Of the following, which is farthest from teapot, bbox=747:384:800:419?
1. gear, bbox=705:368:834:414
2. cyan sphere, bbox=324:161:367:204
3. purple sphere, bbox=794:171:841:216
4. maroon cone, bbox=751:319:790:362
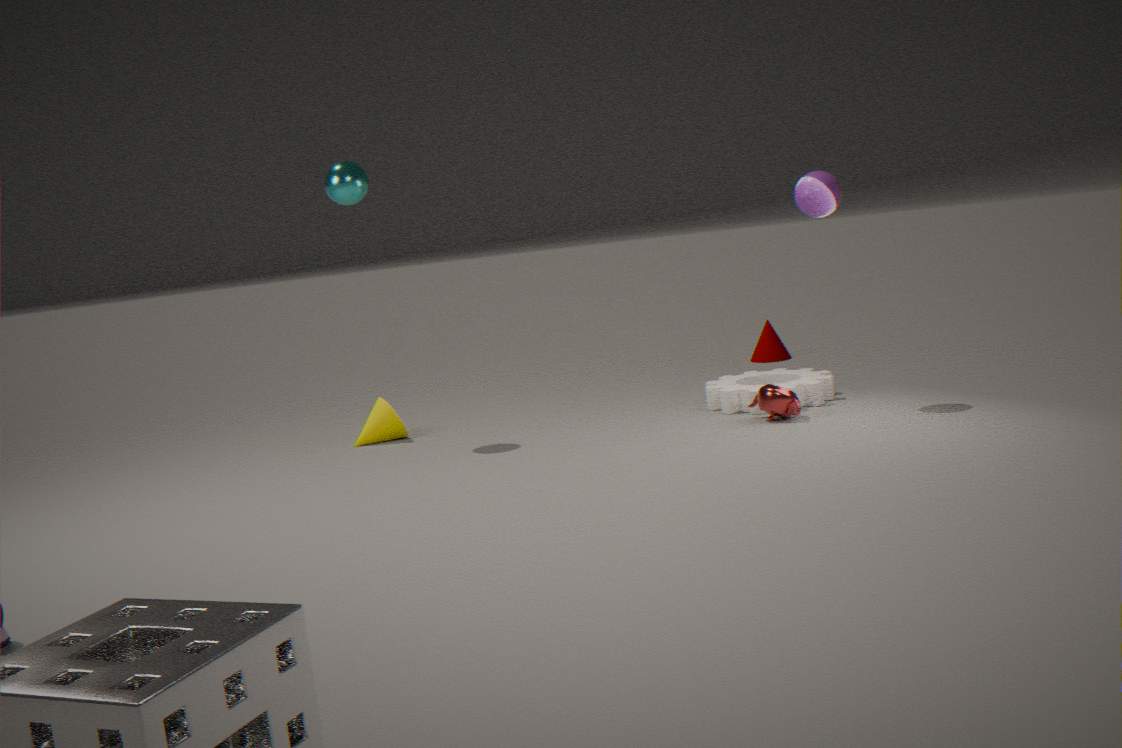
cyan sphere, bbox=324:161:367:204
